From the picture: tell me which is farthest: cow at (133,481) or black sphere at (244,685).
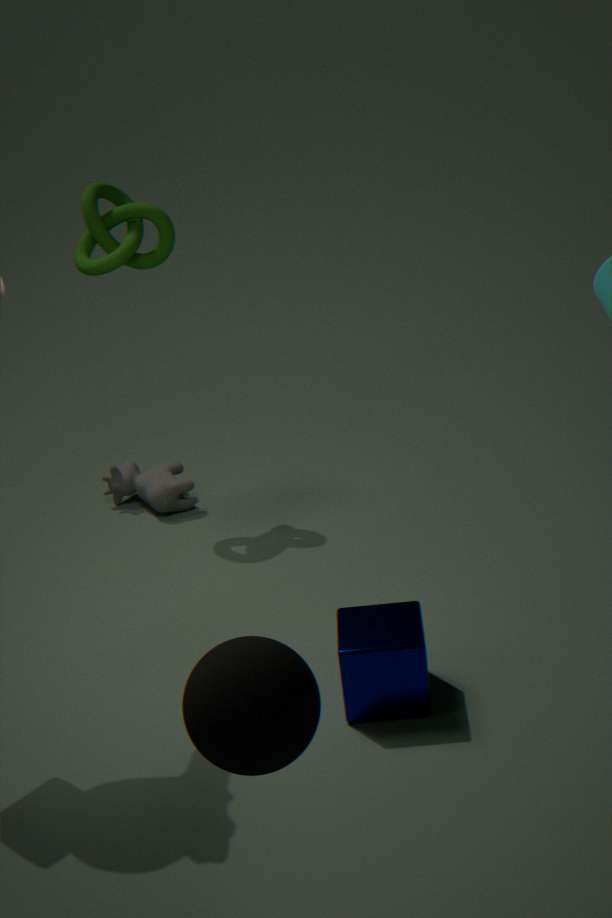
cow at (133,481)
